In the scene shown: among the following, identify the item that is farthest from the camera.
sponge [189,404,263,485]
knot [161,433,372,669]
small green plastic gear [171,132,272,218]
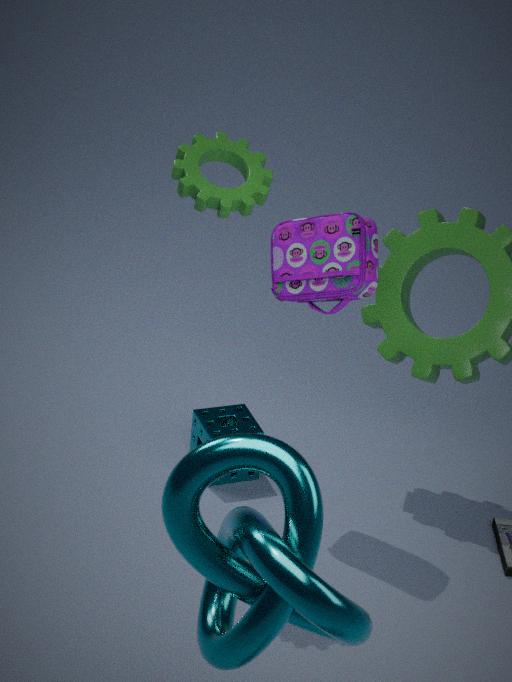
sponge [189,404,263,485]
